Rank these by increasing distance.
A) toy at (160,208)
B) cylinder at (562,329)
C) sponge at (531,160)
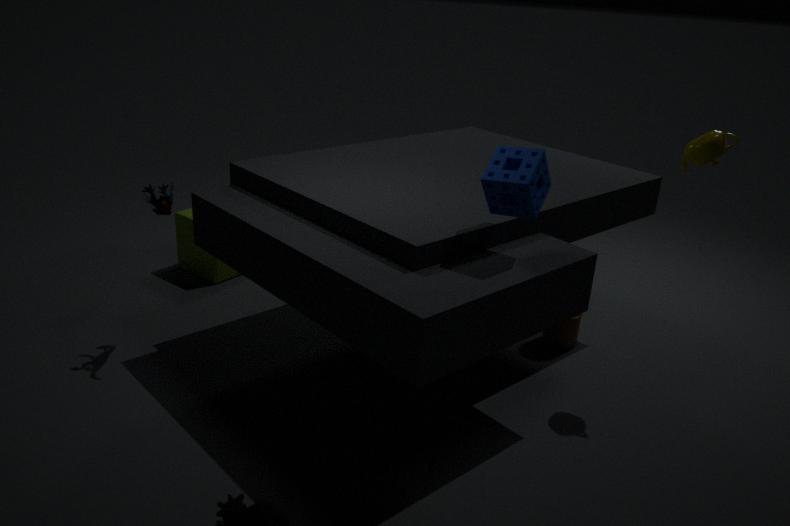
sponge at (531,160) < toy at (160,208) < cylinder at (562,329)
